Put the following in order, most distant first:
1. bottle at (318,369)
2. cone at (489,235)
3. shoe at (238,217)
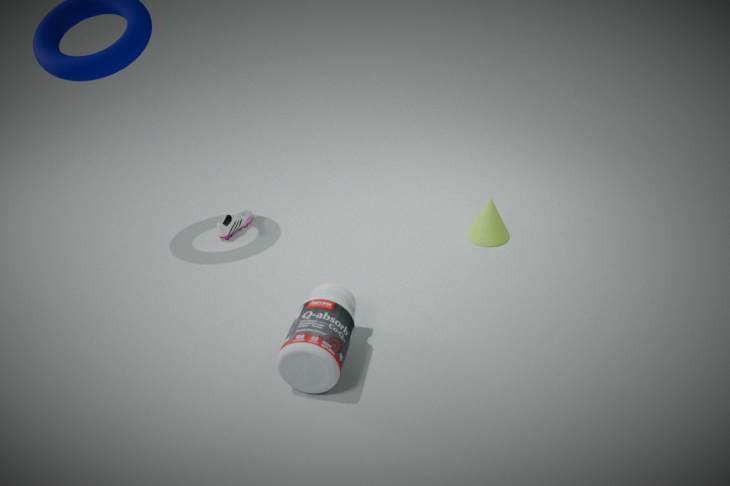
shoe at (238,217) → cone at (489,235) → bottle at (318,369)
